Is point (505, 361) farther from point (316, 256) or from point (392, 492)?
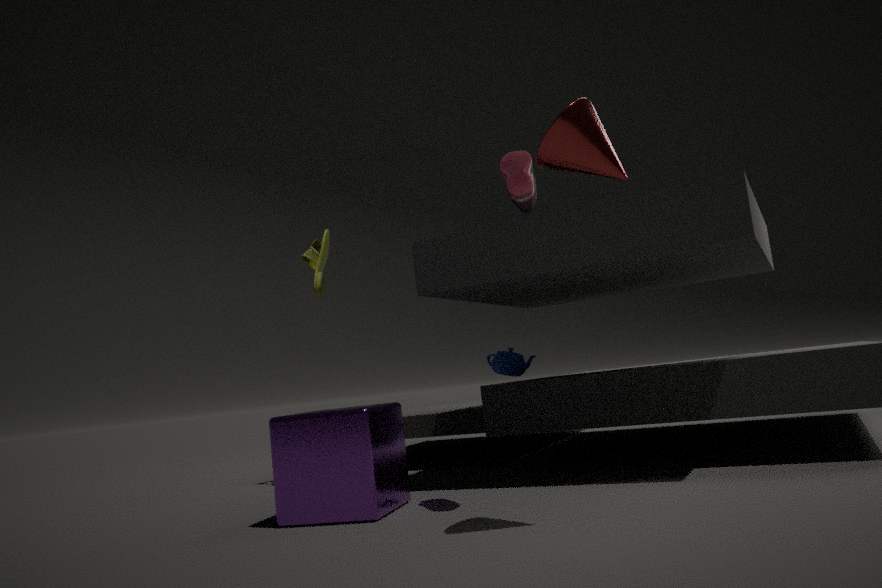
point (392, 492)
